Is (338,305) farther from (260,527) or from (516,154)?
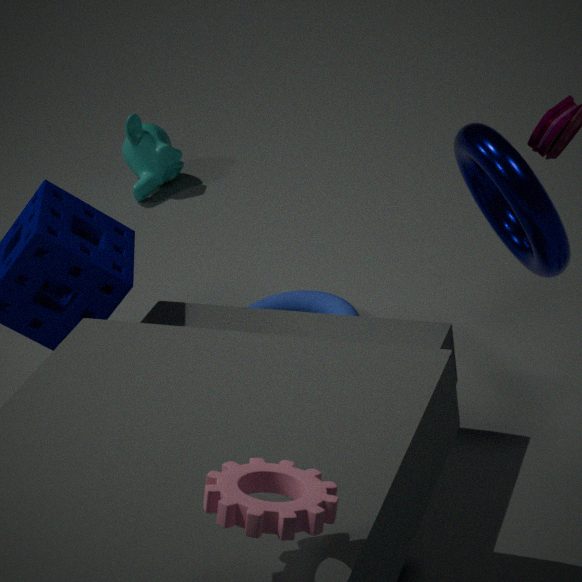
(260,527)
